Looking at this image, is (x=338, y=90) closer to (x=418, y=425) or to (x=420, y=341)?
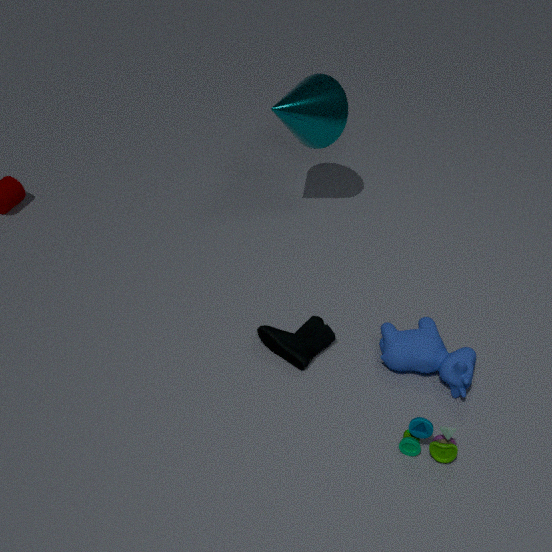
(x=420, y=341)
